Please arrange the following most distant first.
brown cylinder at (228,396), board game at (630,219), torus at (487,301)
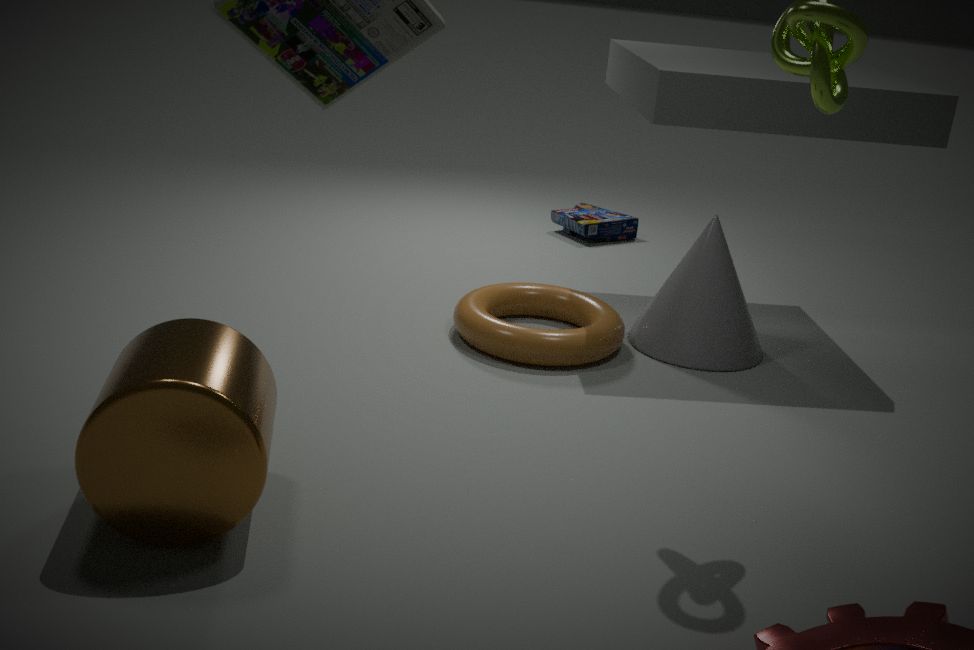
board game at (630,219) < torus at (487,301) < brown cylinder at (228,396)
